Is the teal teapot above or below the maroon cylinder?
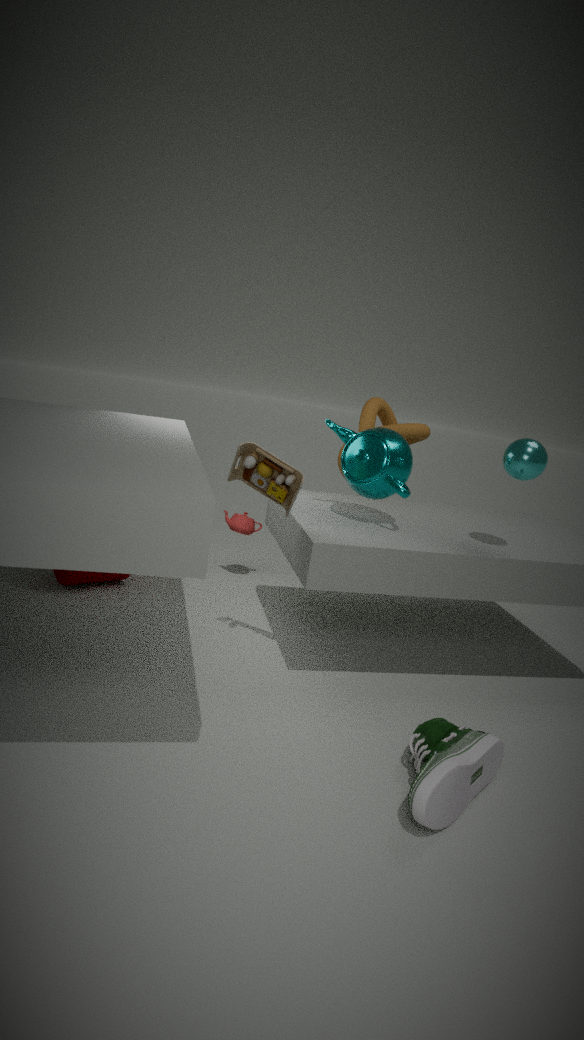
above
